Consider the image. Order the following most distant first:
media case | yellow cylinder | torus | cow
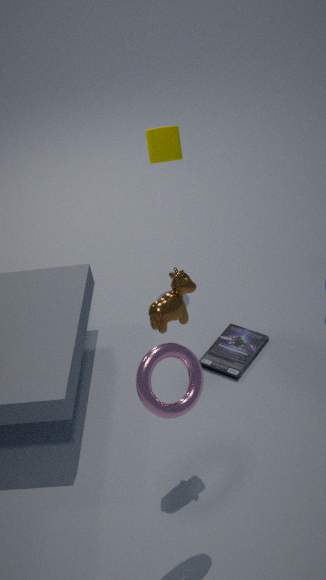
yellow cylinder, media case, cow, torus
